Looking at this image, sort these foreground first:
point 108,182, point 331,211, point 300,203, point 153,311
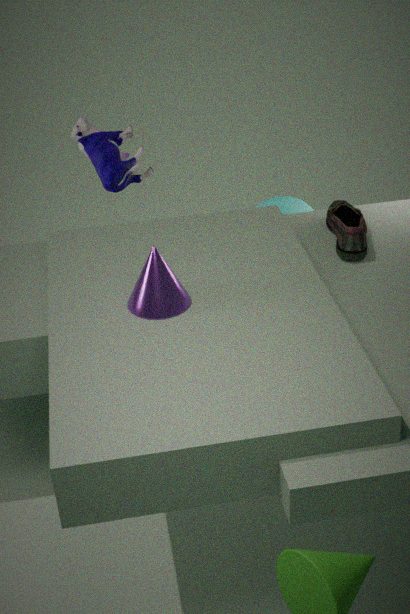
point 153,311 < point 108,182 < point 331,211 < point 300,203
